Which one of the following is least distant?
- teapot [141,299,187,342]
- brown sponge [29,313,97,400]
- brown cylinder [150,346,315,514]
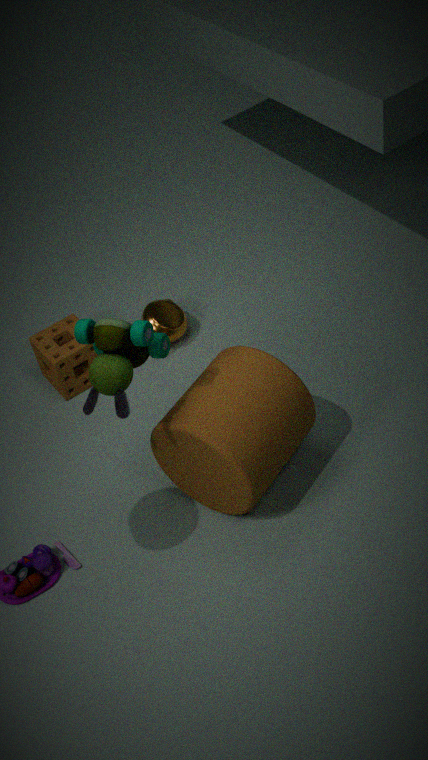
brown cylinder [150,346,315,514]
